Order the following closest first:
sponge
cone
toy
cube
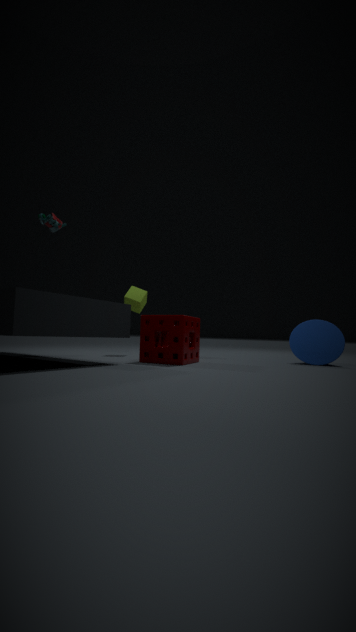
toy, sponge, cone, cube
